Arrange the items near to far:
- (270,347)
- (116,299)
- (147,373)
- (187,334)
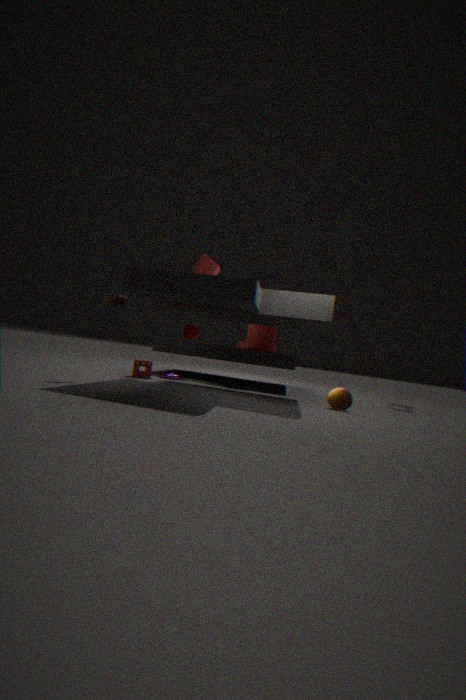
(116,299), (147,373), (270,347), (187,334)
